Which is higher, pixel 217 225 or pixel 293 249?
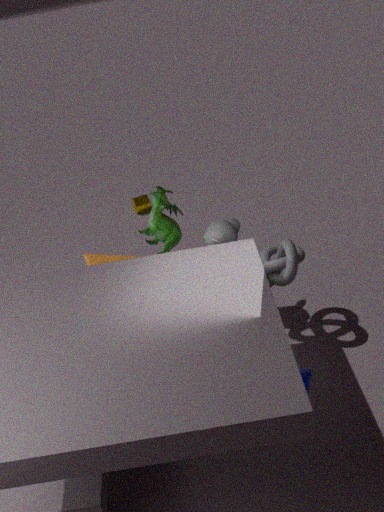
pixel 217 225
